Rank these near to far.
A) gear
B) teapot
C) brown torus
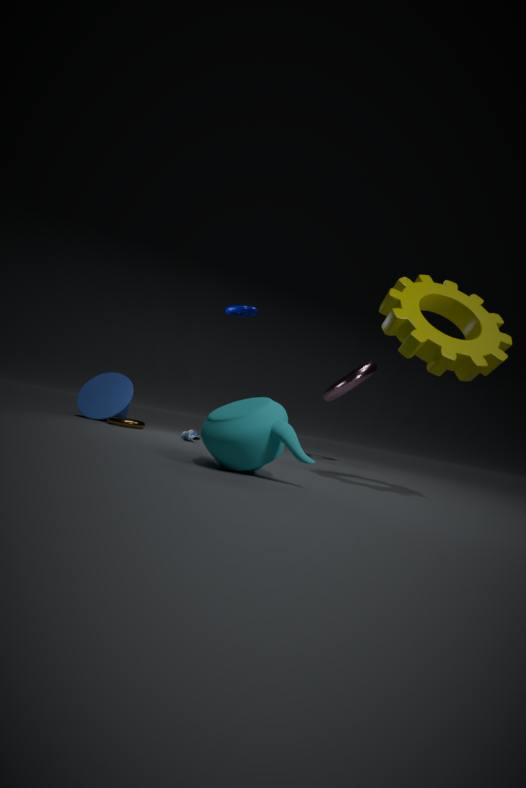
1. teapot
2. gear
3. brown torus
